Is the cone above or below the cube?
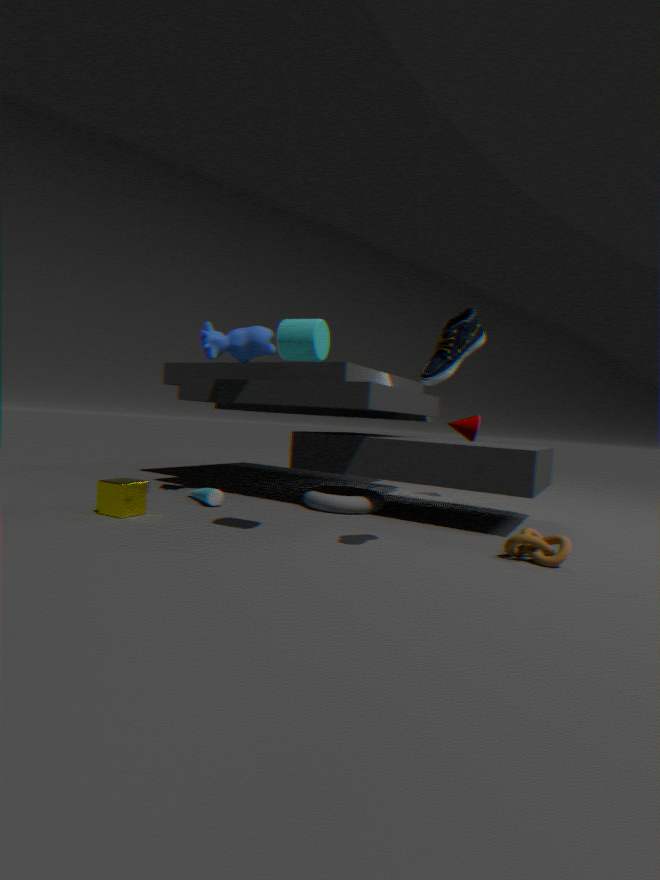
above
